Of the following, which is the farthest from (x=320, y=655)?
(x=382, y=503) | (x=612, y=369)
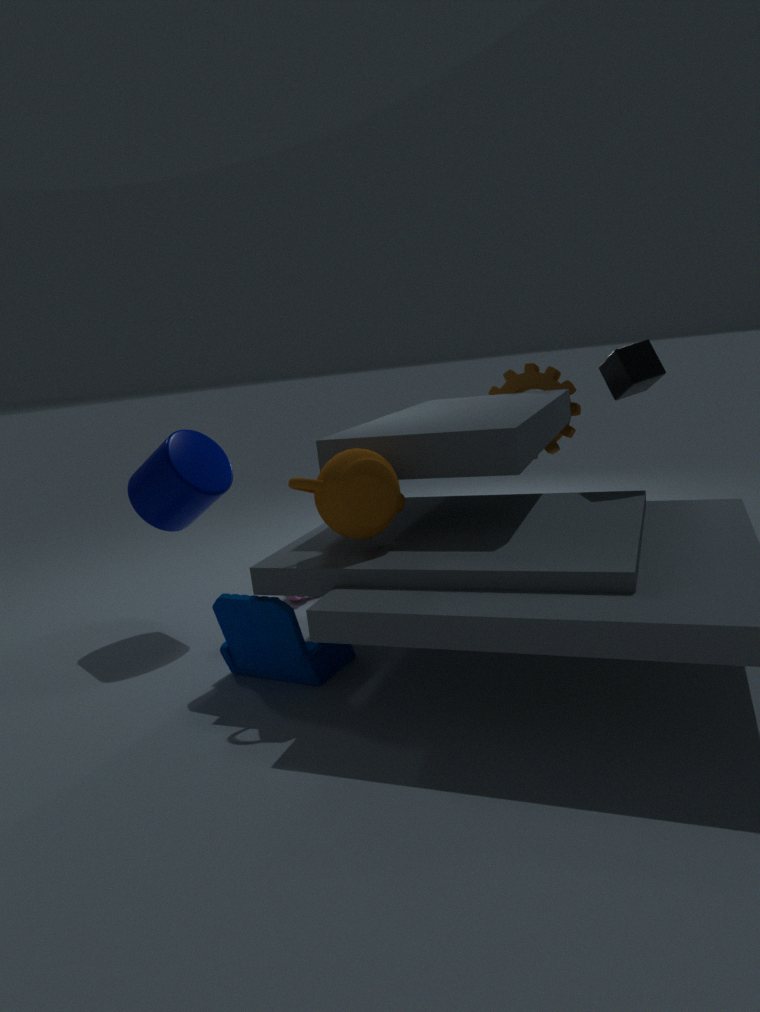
(x=612, y=369)
